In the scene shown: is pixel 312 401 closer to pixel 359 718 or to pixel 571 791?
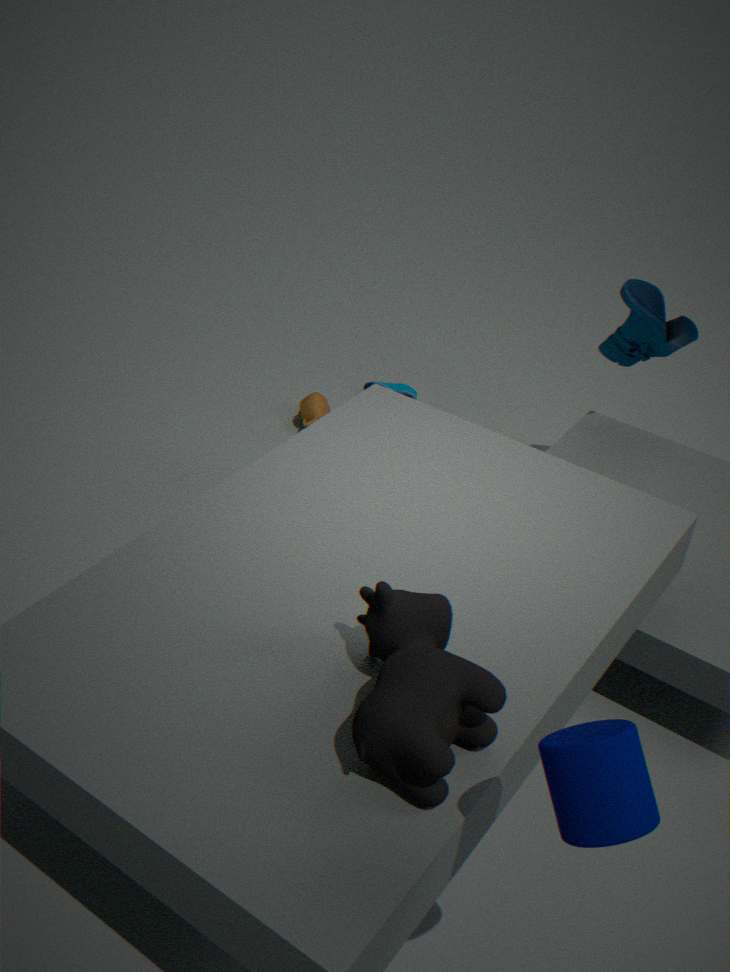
pixel 359 718
